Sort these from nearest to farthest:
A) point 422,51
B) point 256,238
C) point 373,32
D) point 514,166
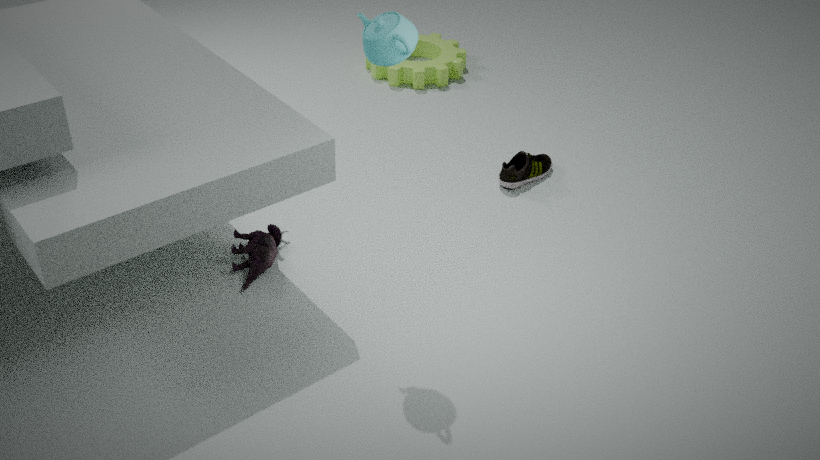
point 373,32
point 256,238
point 514,166
point 422,51
